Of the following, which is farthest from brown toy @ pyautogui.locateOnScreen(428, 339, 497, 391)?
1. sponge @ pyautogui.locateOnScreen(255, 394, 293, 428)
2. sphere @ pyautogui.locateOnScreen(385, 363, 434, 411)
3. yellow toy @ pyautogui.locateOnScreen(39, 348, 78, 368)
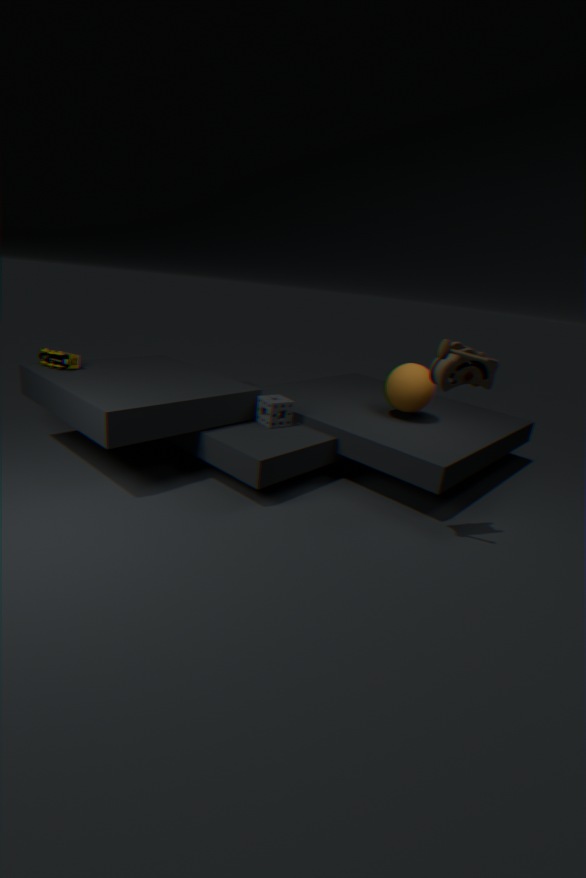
yellow toy @ pyautogui.locateOnScreen(39, 348, 78, 368)
